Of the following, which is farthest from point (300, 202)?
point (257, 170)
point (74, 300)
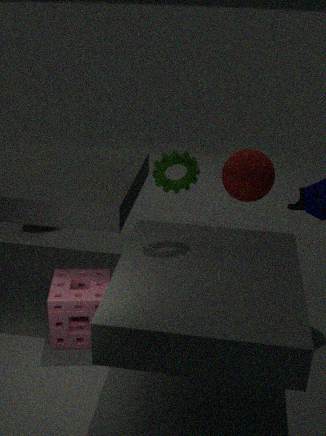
point (74, 300)
